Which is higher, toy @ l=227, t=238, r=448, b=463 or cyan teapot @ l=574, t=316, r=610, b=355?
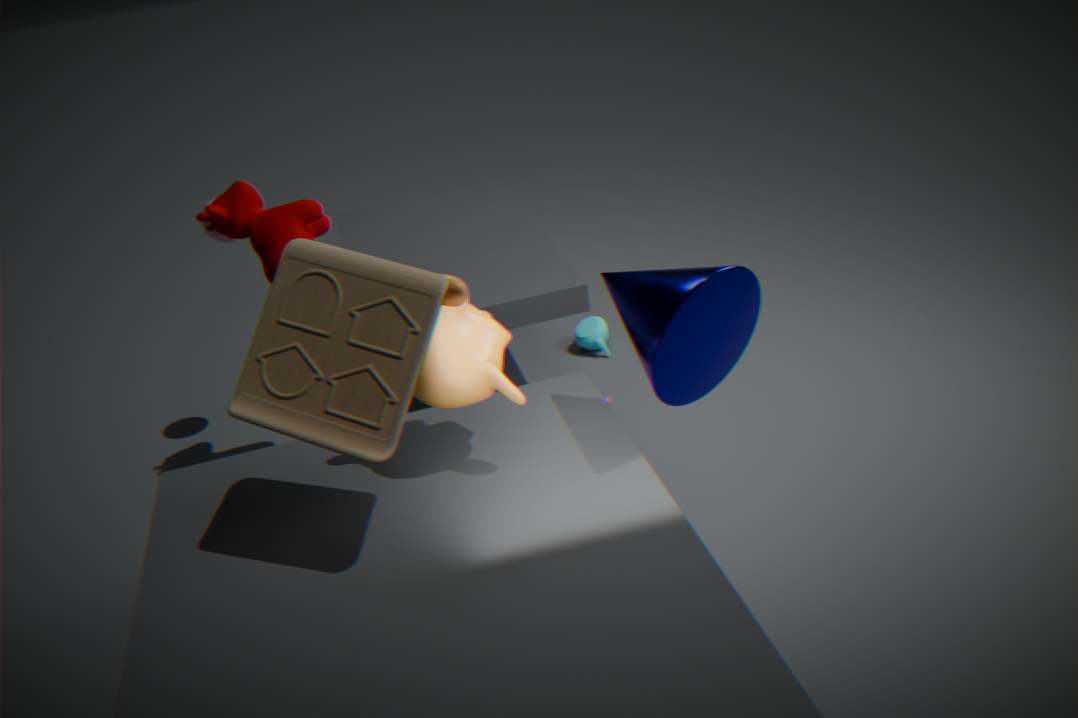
toy @ l=227, t=238, r=448, b=463
